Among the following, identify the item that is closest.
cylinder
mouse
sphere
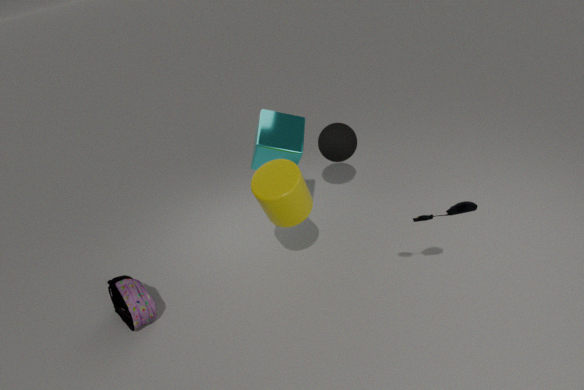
mouse
